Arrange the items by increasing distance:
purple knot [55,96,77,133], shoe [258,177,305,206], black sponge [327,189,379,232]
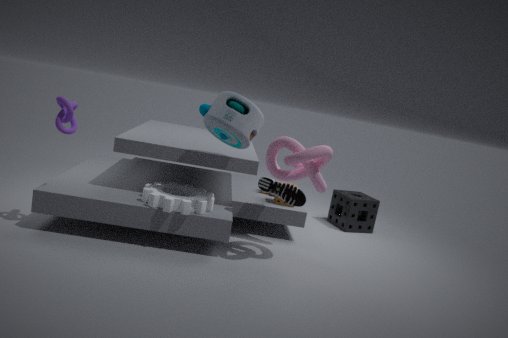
purple knot [55,96,77,133] < shoe [258,177,305,206] < black sponge [327,189,379,232]
